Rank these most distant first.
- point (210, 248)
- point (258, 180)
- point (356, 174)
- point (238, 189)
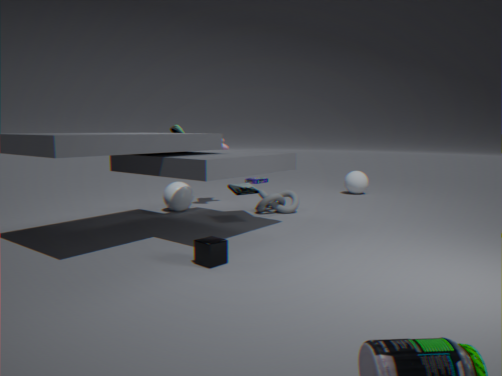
point (258, 180) → point (356, 174) → point (238, 189) → point (210, 248)
